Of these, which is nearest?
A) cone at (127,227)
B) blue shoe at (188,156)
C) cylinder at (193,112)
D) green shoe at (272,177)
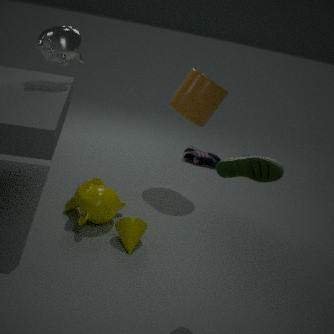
green shoe at (272,177)
